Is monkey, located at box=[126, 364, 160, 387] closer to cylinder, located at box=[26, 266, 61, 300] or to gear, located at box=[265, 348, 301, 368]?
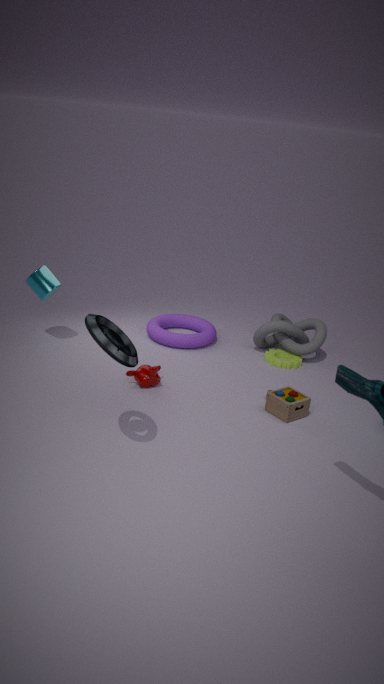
cylinder, located at box=[26, 266, 61, 300]
